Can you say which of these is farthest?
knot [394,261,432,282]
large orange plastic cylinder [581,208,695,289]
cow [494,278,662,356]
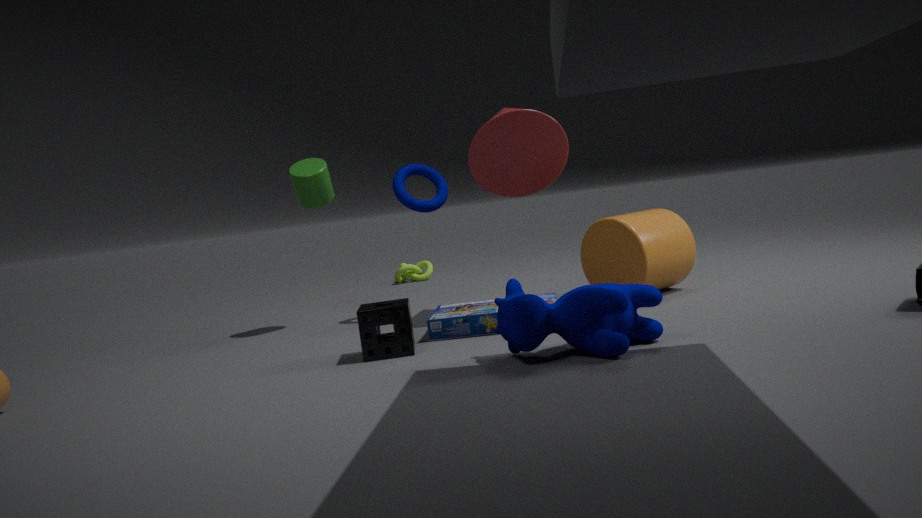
knot [394,261,432,282]
